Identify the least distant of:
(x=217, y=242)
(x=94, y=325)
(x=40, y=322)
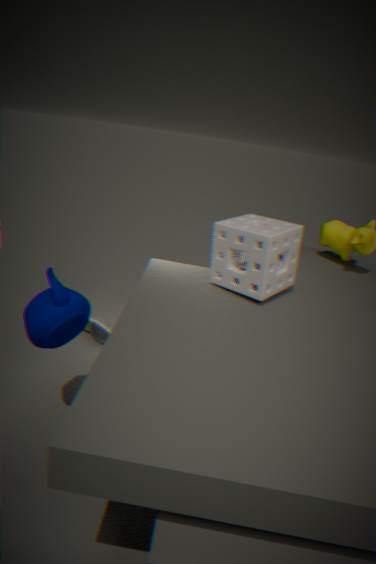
(x=40, y=322)
